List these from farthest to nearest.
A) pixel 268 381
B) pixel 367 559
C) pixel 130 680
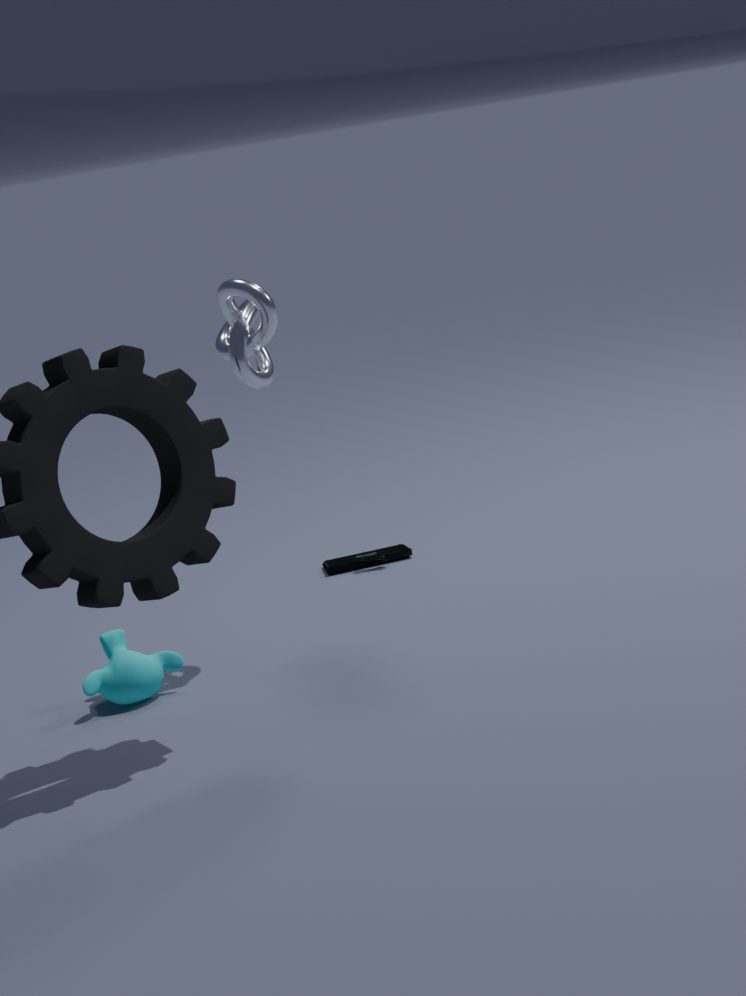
pixel 367 559 < pixel 268 381 < pixel 130 680
